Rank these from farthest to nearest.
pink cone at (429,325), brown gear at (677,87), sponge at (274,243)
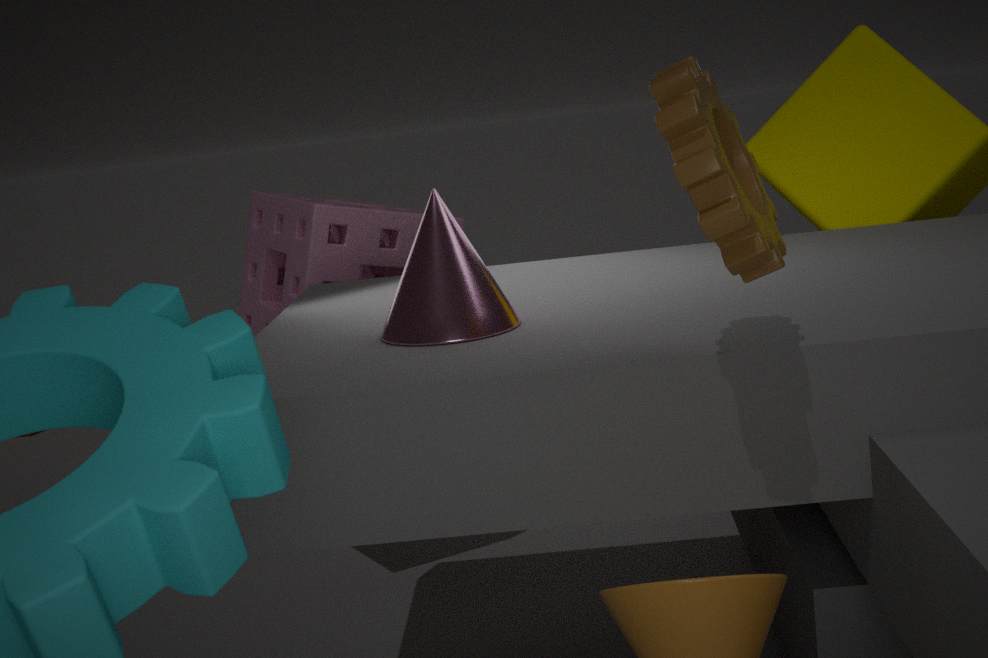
sponge at (274,243) → pink cone at (429,325) → brown gear at (677,87)
